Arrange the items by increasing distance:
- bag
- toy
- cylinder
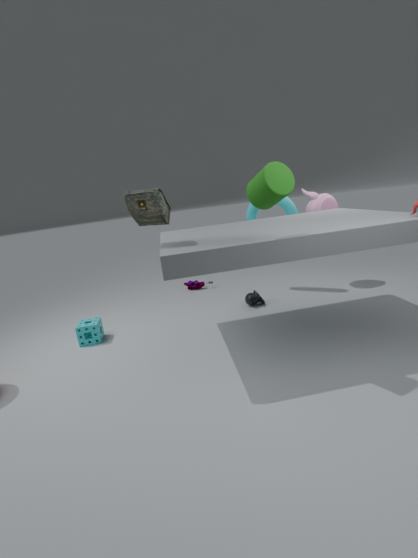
cylinder < bag < toy
